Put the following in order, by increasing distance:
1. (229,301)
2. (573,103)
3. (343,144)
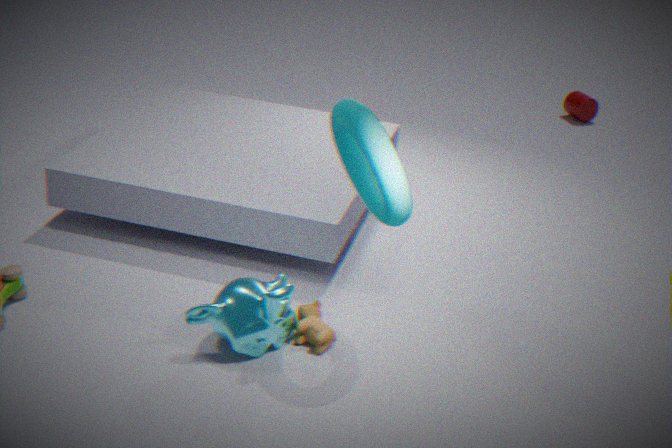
(229,301)
(343,144)
(573,103)
